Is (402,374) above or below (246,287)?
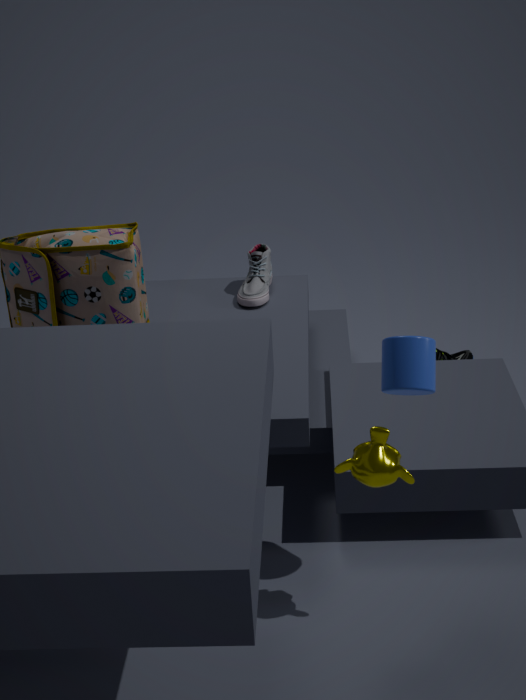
above
